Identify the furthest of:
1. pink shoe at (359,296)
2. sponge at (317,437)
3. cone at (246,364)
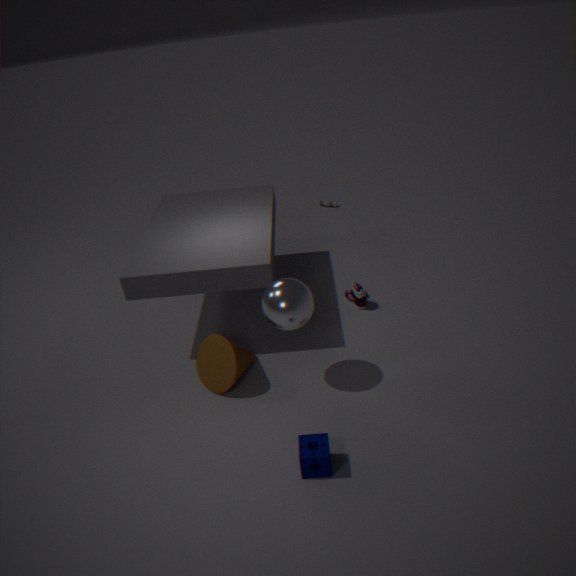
pink shoe at (359,296)
